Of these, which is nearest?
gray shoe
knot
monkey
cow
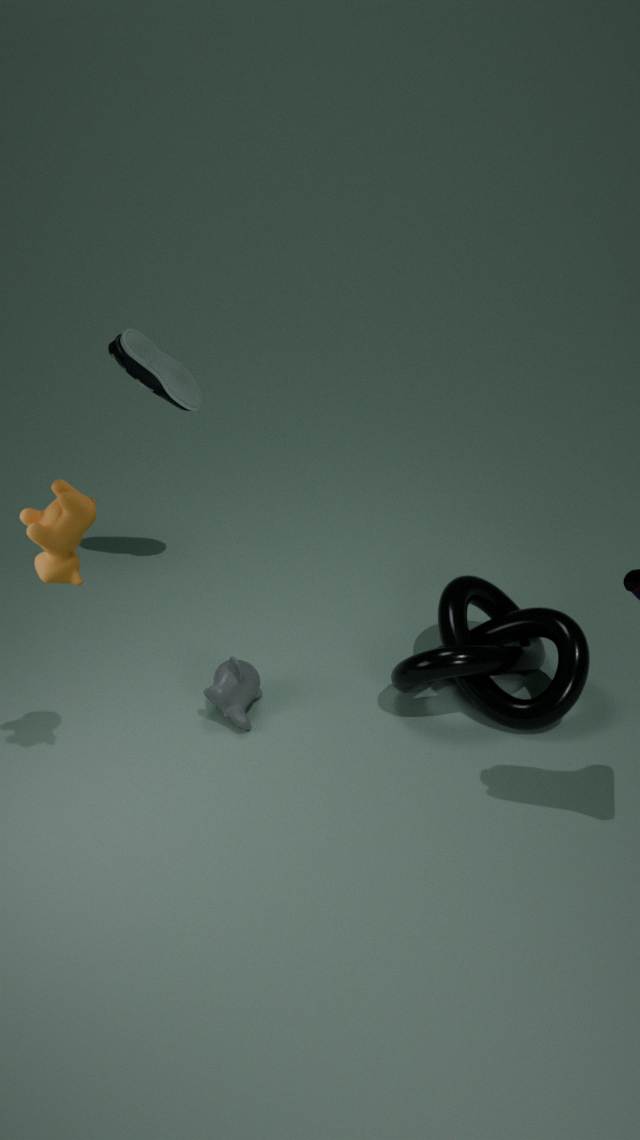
cow
